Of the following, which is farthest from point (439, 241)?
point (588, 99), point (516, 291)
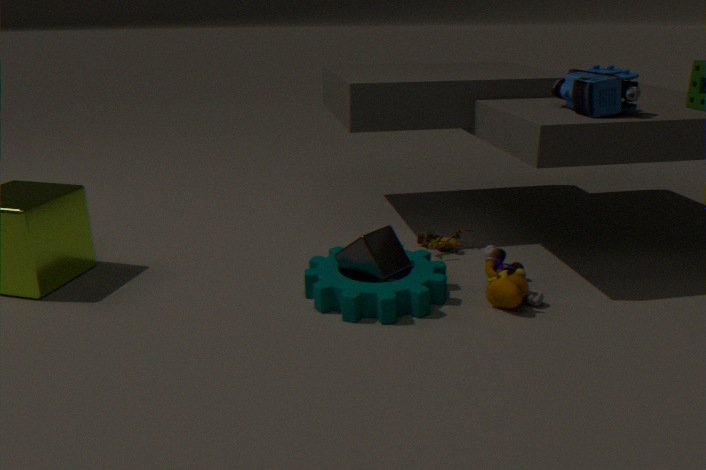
point (588, 99)
